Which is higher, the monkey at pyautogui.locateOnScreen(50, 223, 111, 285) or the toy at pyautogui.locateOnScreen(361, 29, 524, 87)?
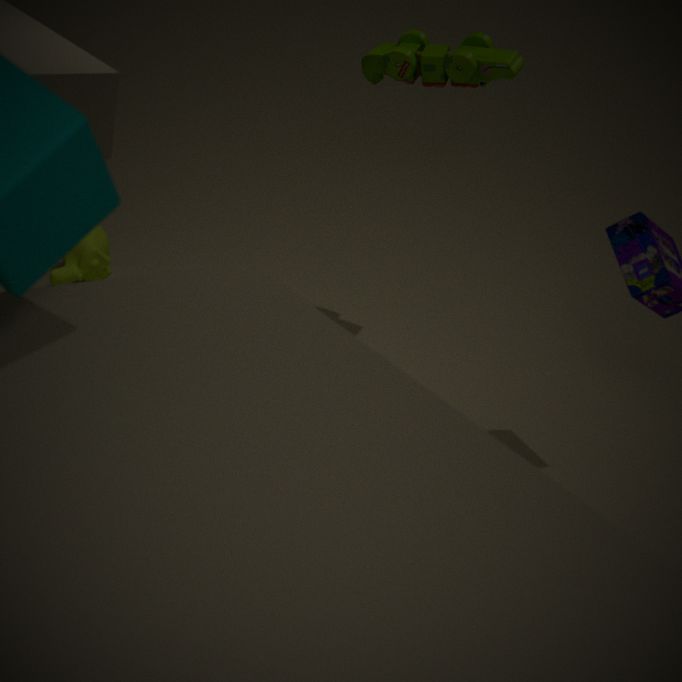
the toy at pyautogui.locateOnScreen(361, 29, 524, 87)
